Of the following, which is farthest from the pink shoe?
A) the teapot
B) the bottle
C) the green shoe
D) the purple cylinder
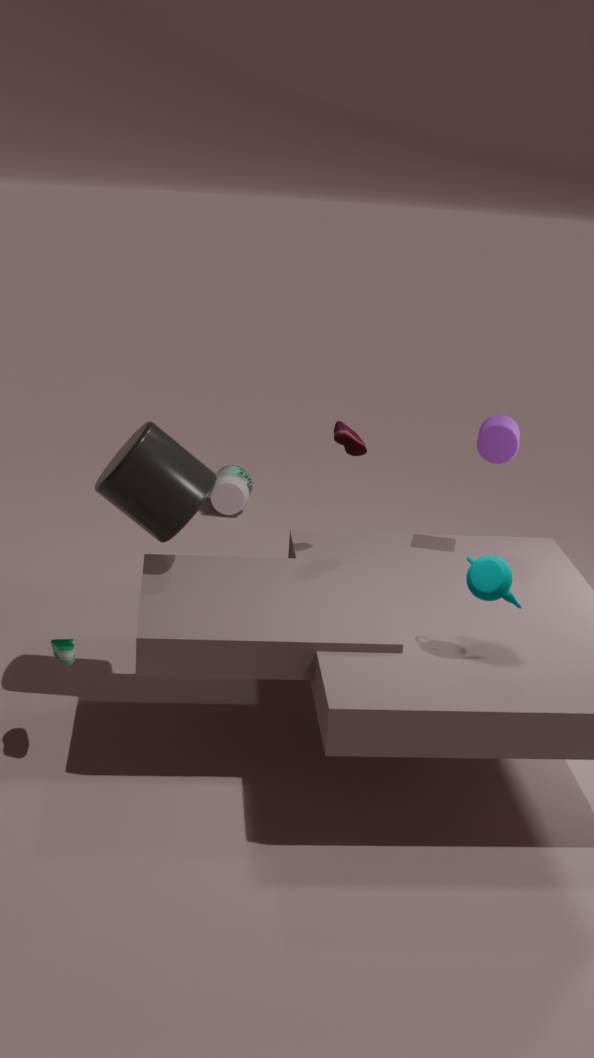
the bottle
